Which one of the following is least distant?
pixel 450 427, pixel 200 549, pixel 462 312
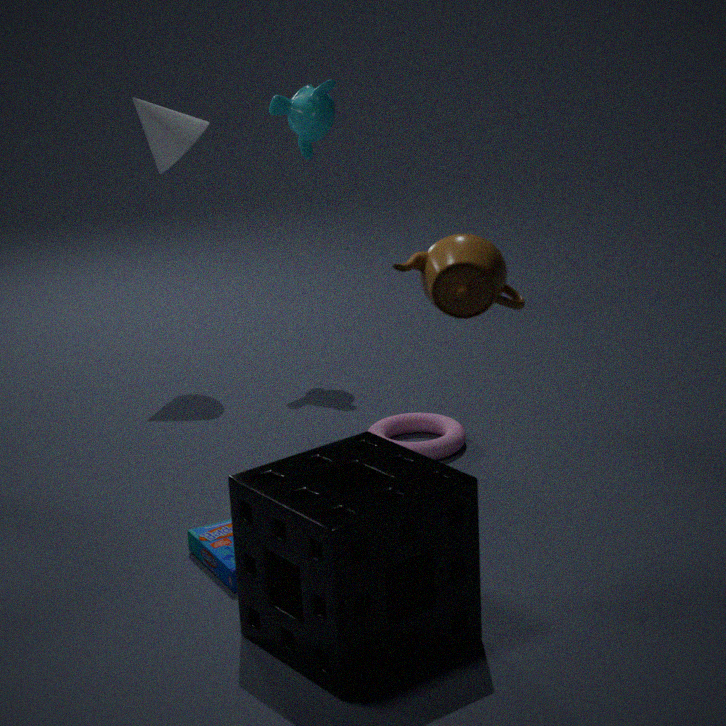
pixel 462 312
